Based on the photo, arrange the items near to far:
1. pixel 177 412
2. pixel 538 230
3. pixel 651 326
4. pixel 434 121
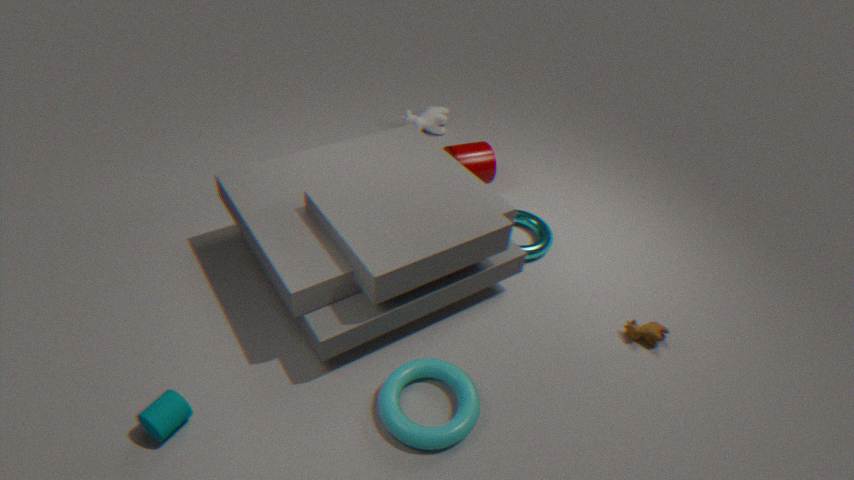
pixel 177 412 → pixel 651 326 → pixel 538 230 → pixel 434 121
